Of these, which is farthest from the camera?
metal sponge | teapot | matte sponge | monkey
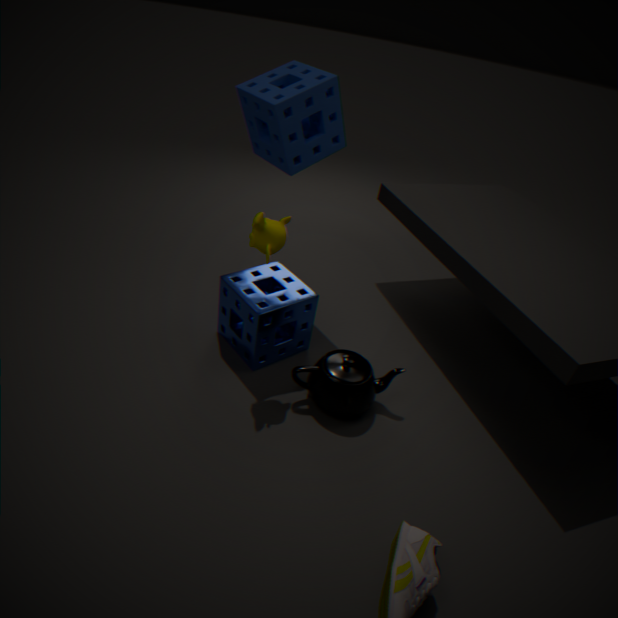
metal sponge
